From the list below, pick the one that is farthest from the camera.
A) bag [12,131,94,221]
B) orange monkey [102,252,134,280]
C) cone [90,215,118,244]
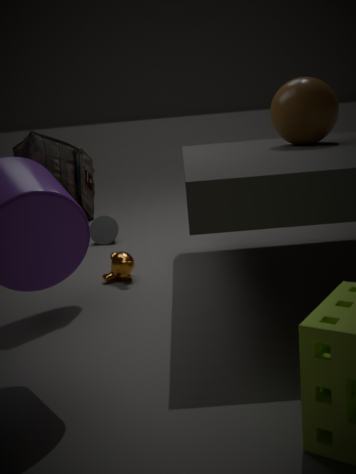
cone [90,215,118,244]
